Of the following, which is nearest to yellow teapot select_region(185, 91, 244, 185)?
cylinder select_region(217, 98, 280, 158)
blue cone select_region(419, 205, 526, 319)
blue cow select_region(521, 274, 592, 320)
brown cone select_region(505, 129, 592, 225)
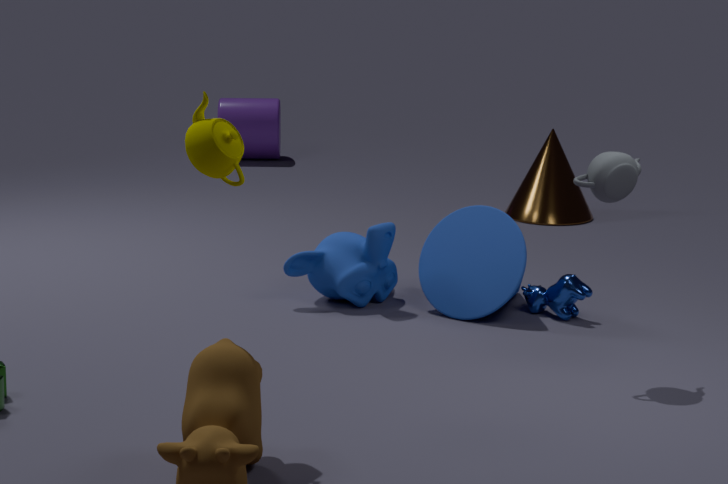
blue cone select_region(419, 205, 526, 319)
